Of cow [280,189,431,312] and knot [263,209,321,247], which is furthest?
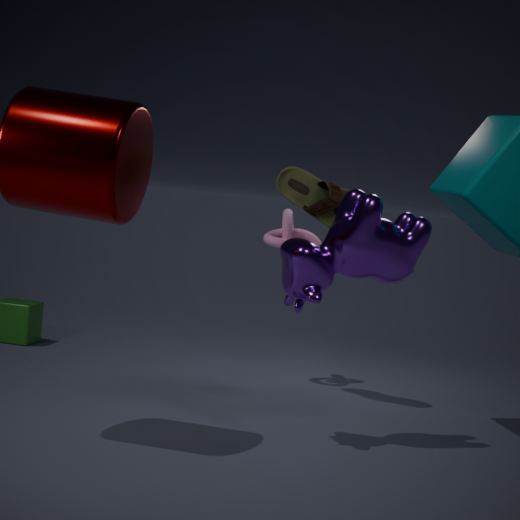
knot [263,209,321,247]
